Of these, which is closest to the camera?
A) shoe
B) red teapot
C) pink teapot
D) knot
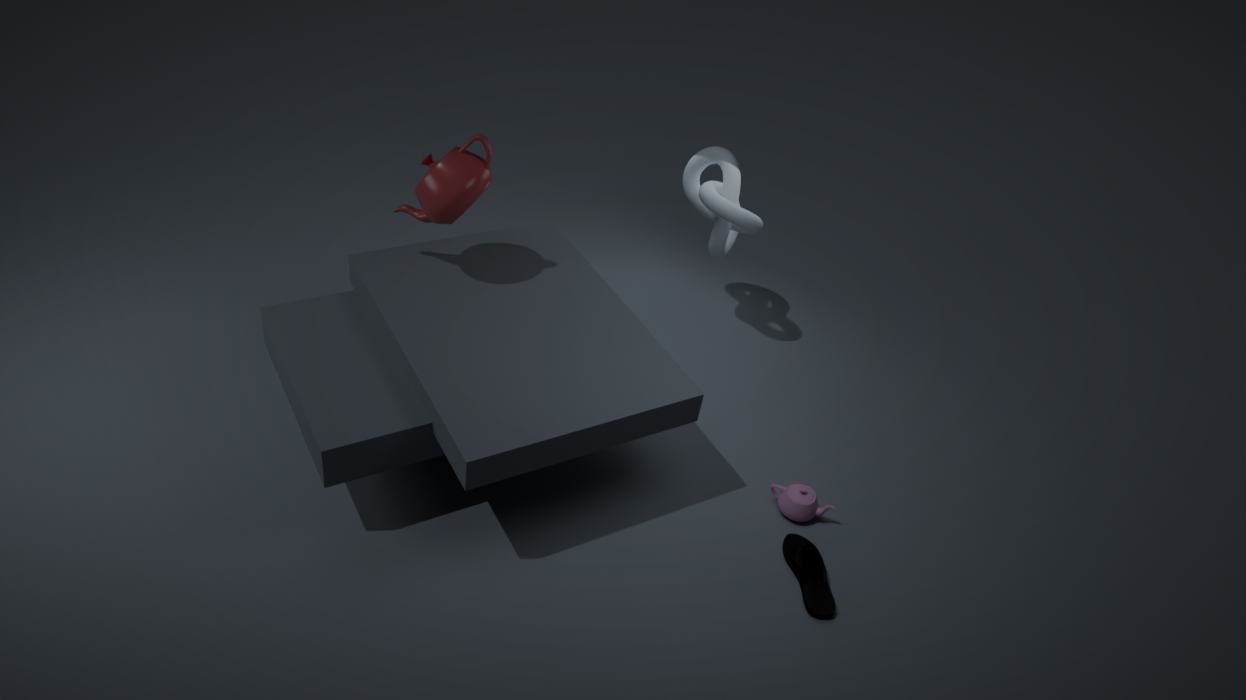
shoe
